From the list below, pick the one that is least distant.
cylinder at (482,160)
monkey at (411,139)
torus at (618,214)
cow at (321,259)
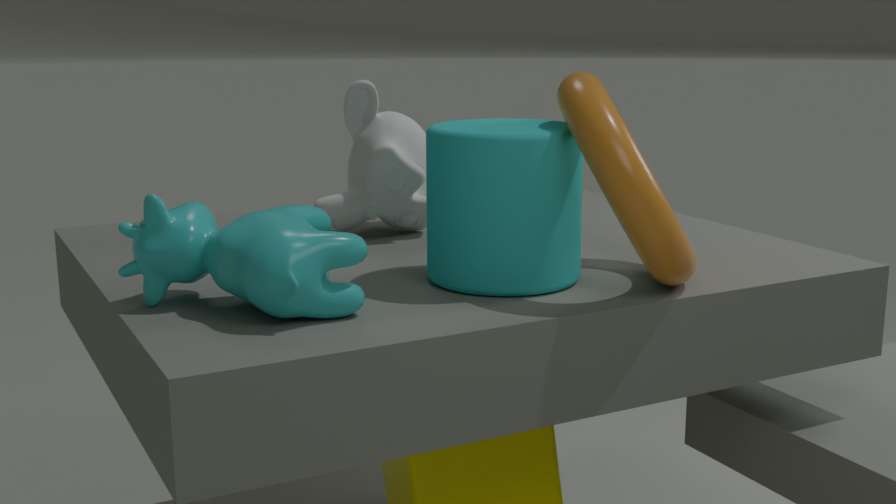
cow at (321,259)
